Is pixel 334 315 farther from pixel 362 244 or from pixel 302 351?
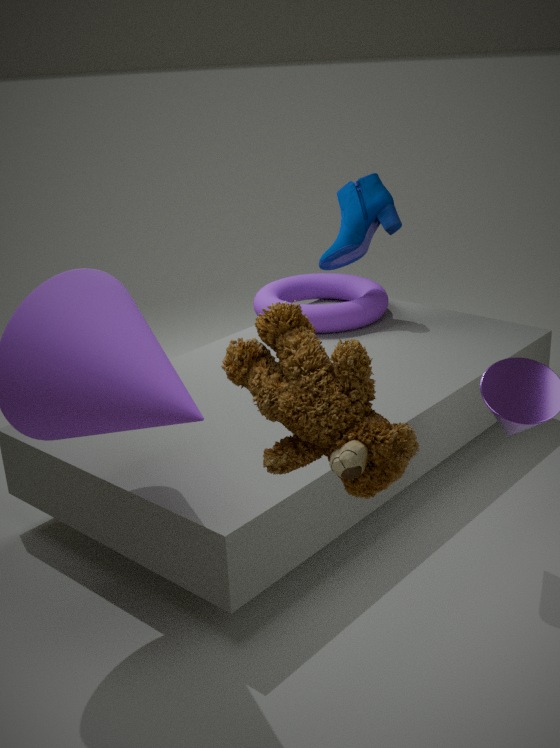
pixel 302 351
